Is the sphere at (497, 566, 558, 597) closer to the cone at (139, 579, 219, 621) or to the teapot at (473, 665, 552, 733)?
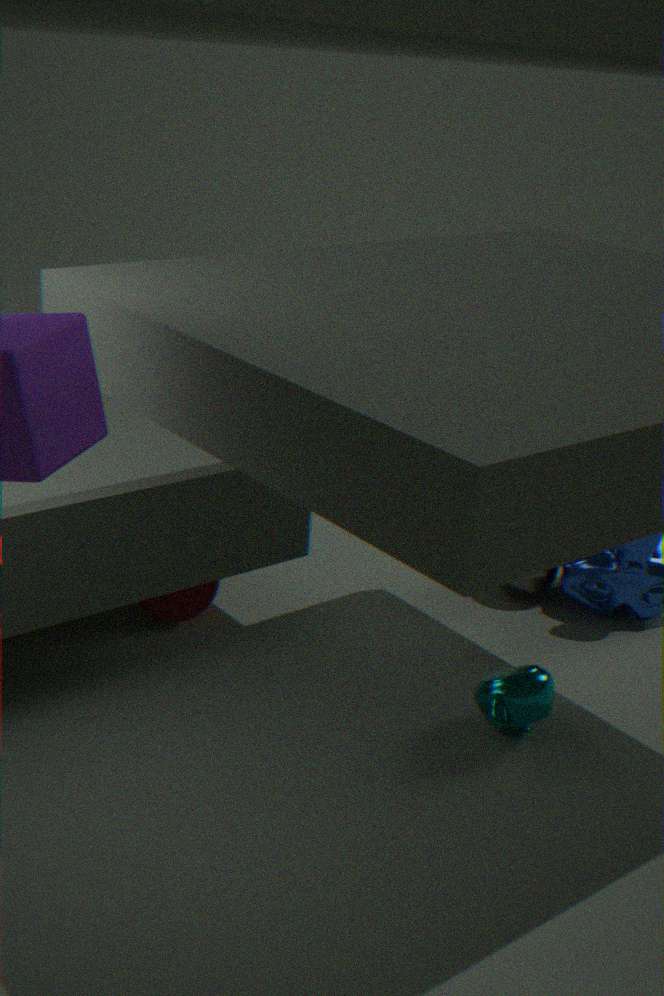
the teapot at (473, 665, 552, 733)
